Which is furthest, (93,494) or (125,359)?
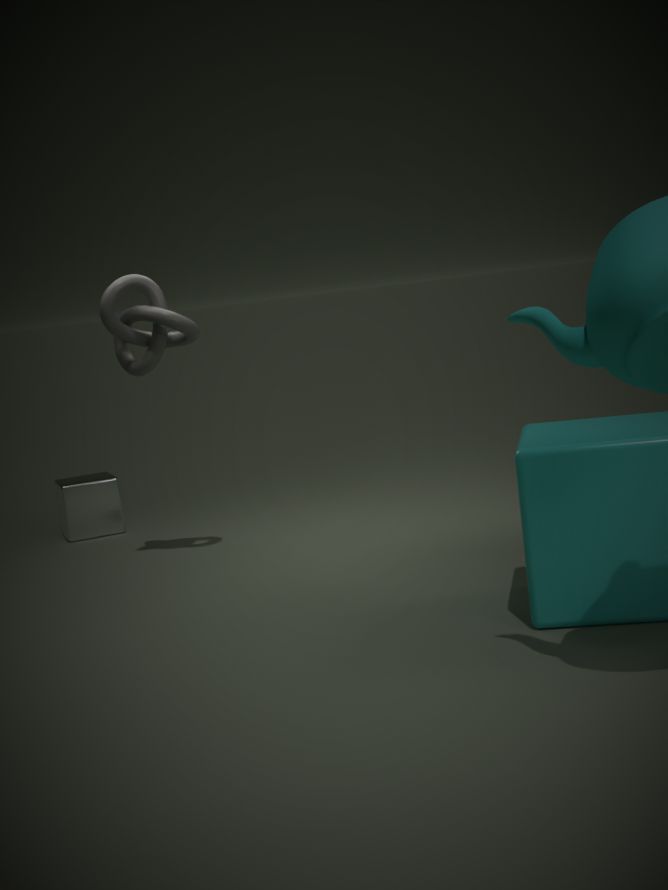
(93,494)
